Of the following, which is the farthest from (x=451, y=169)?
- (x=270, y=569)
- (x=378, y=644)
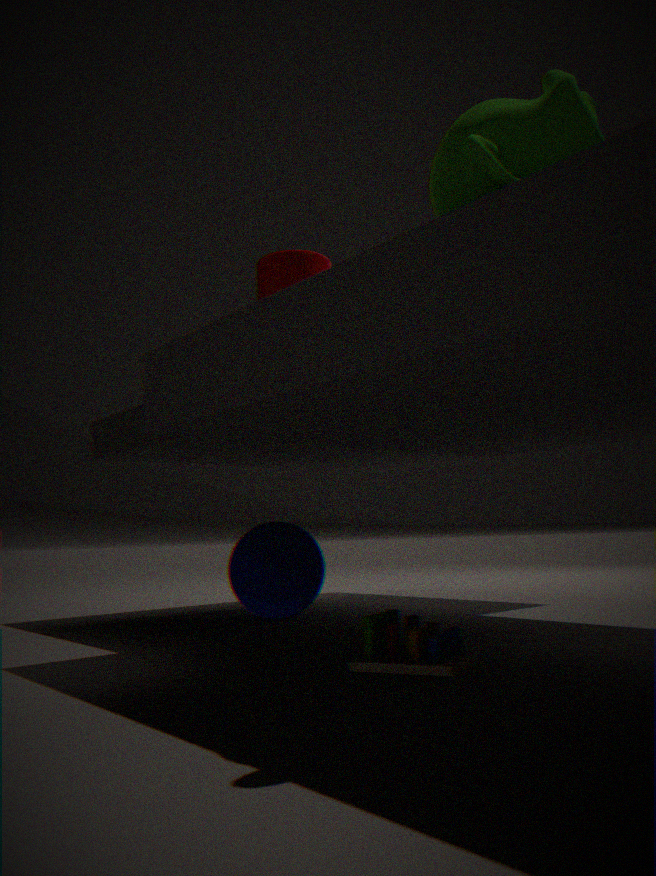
(x=270, y=569)
